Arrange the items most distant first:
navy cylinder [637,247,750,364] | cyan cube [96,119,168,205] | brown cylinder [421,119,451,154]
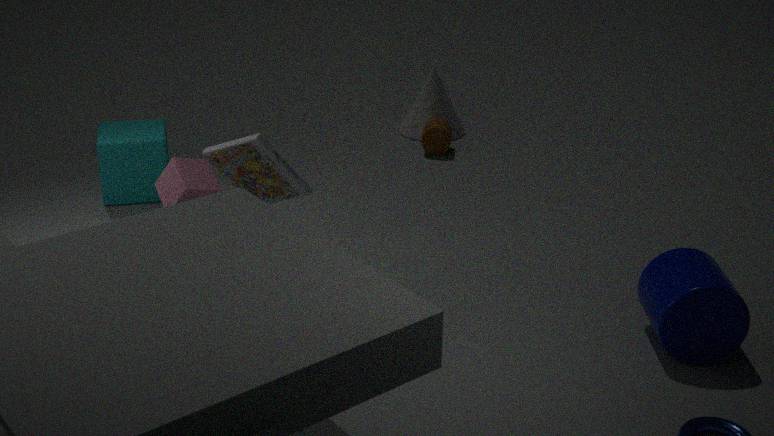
brown cylinder [421,119,451,154]
cyan cube [96,119,168,205]
navy cylinder [637,247,750,364]
